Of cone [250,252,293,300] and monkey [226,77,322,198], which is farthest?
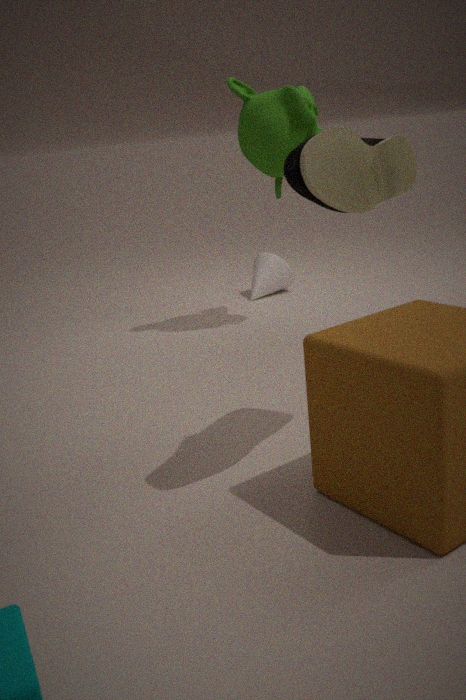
cone [250,252,293,300]
